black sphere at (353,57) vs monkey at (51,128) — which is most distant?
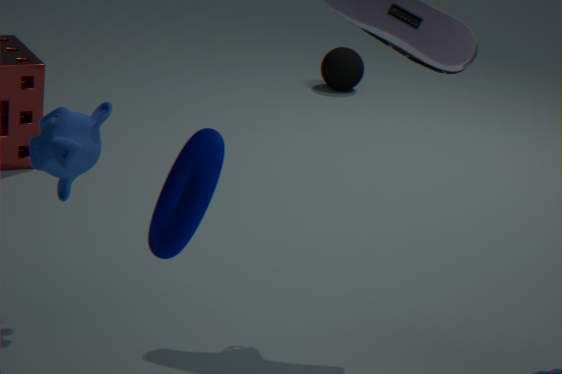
black sphere at (353,57)
